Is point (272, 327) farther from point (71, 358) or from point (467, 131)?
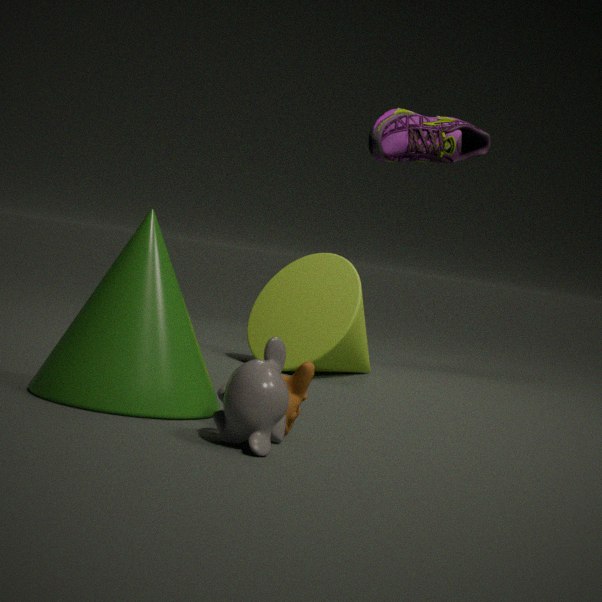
point (71, 358)
